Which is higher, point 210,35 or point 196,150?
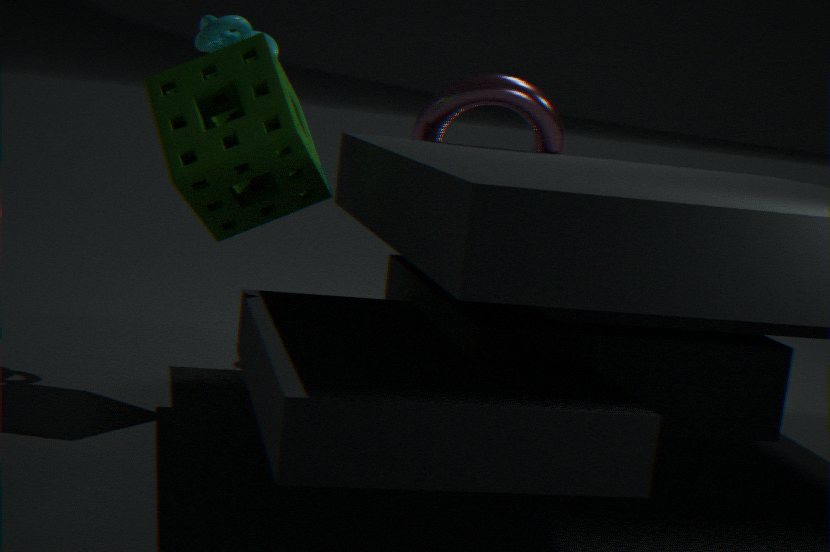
point 210,35
